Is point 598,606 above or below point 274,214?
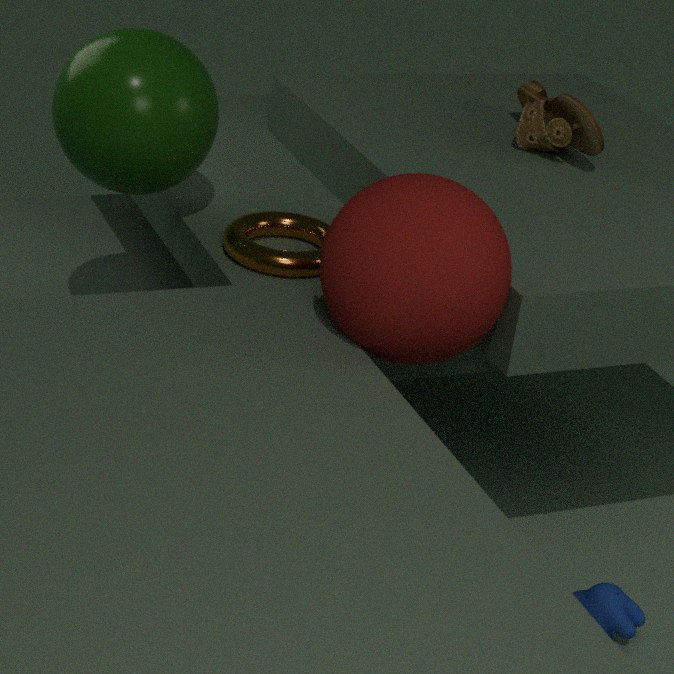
below
